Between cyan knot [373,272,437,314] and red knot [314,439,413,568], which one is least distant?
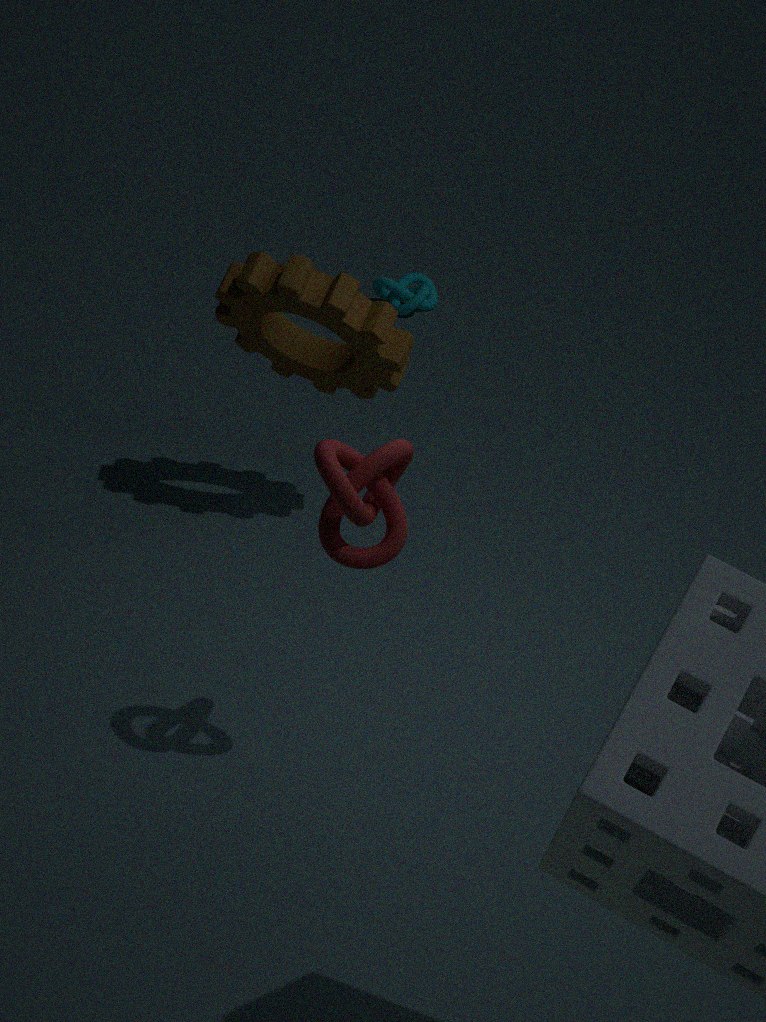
red knot [314,439,413,568]
